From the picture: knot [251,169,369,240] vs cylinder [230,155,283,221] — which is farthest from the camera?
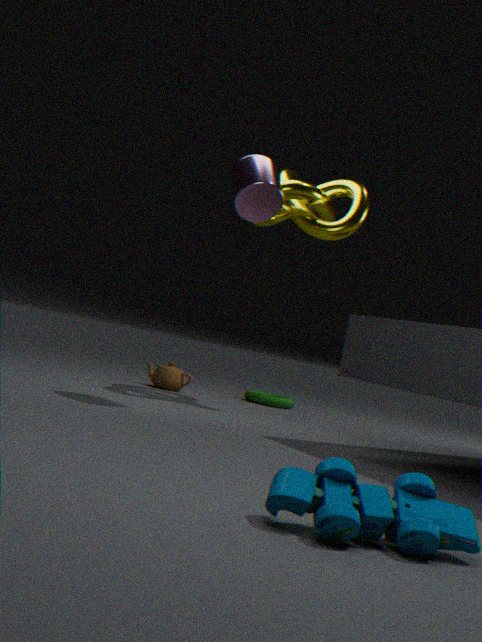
knot [251,169,369,240]
